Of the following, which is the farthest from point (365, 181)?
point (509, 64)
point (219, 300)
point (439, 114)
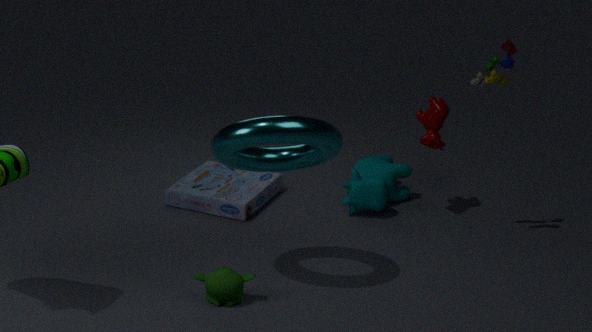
point (219, 300)
